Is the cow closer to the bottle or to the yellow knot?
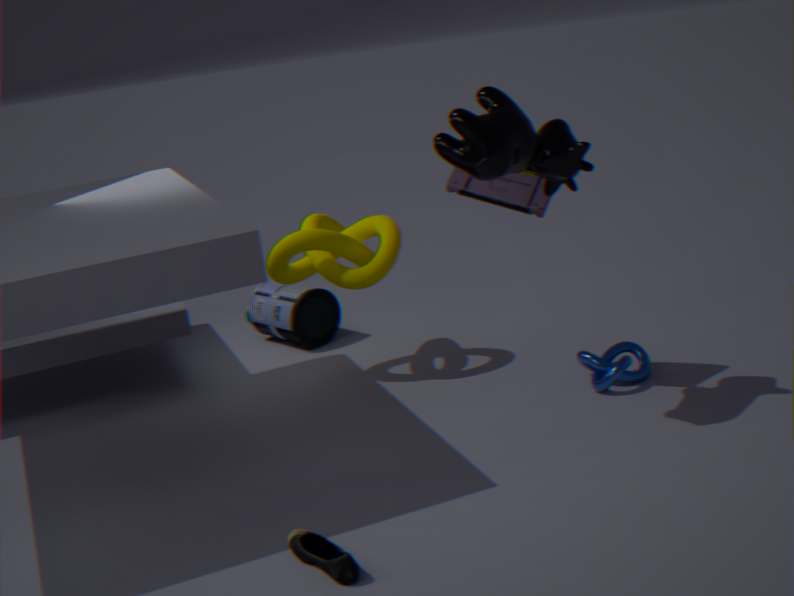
the yellow knot
